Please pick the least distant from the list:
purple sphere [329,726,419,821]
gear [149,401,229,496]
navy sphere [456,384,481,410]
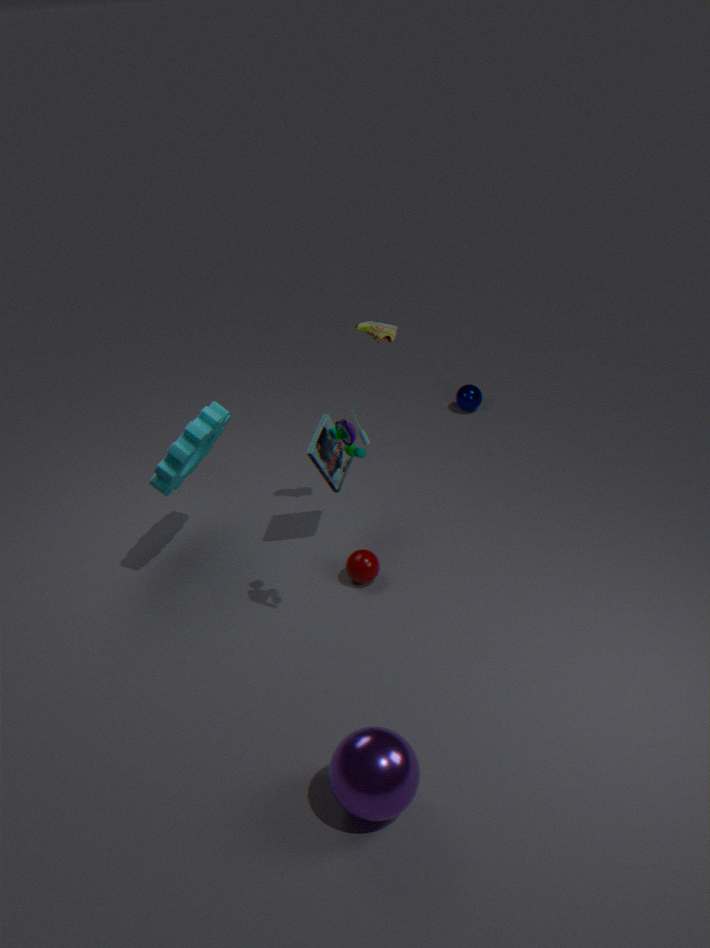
purple sphere [329,726,419,821]
